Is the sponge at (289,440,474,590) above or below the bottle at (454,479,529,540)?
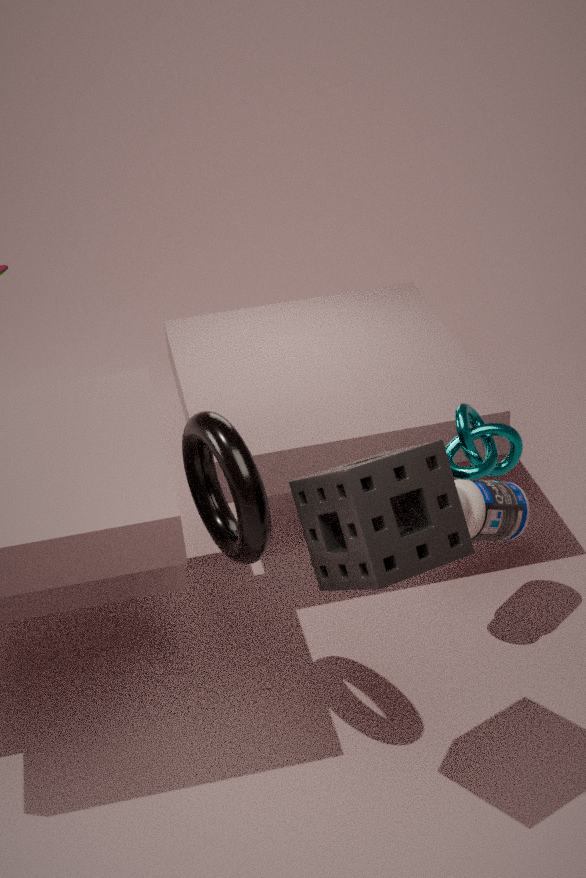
above
